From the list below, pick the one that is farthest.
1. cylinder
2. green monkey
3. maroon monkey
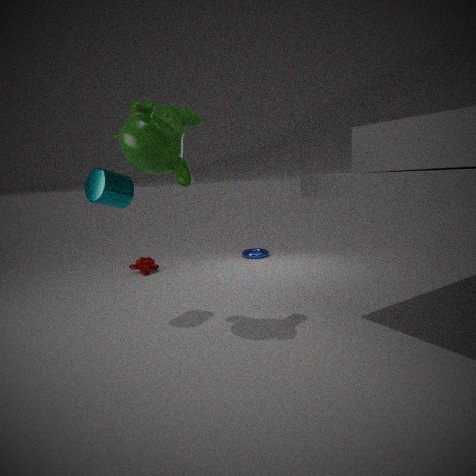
maroon monkey
